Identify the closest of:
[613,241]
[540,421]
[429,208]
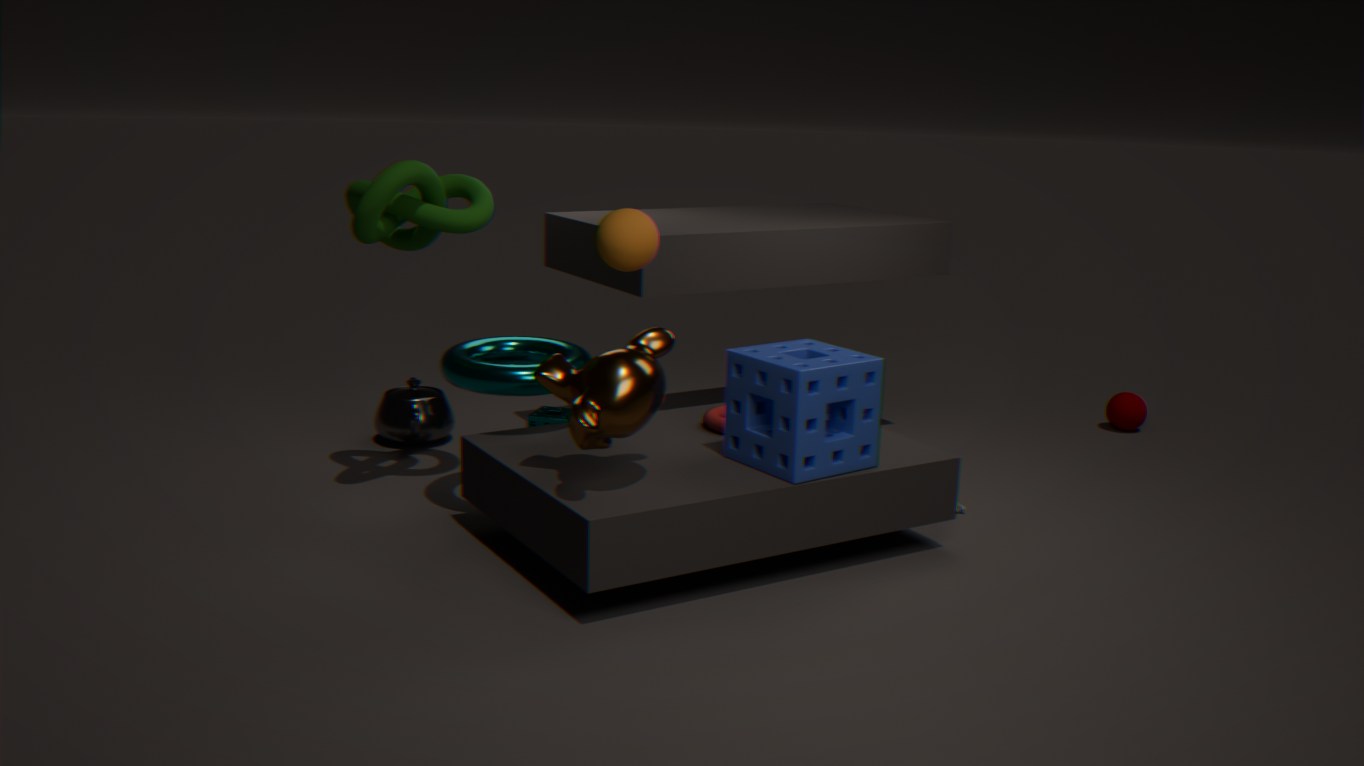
[613,241]
